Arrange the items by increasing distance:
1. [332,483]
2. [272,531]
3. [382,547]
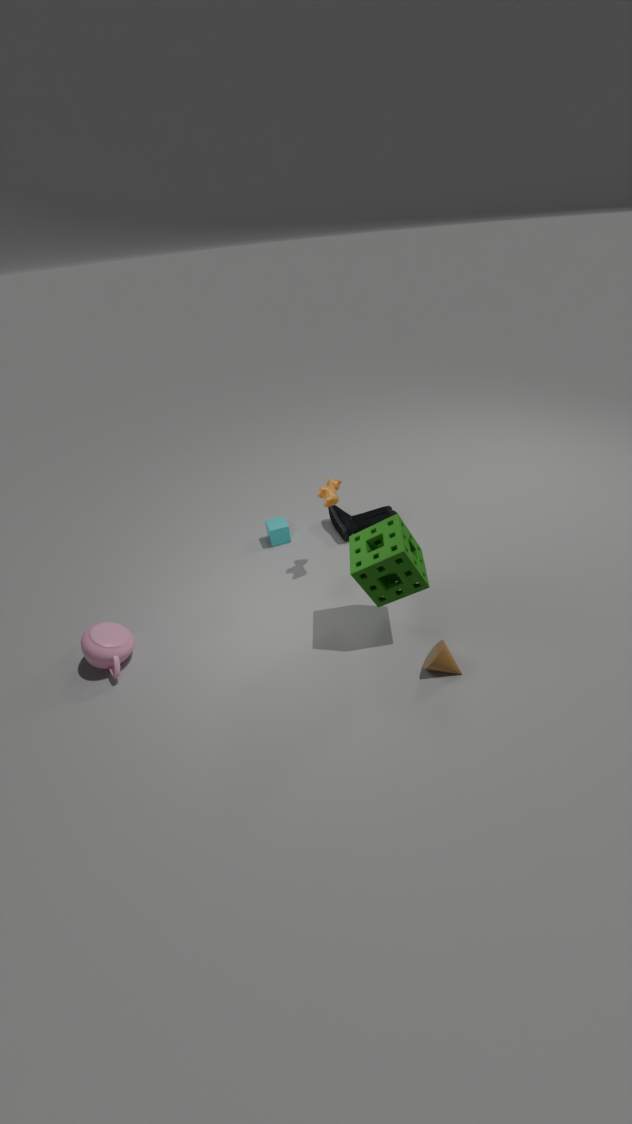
1. [382,547]
2. [332,483]
3. [272,531]
